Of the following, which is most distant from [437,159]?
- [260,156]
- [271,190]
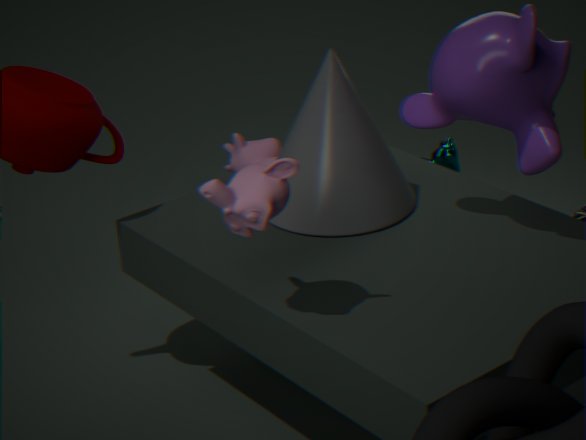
[271,190]
